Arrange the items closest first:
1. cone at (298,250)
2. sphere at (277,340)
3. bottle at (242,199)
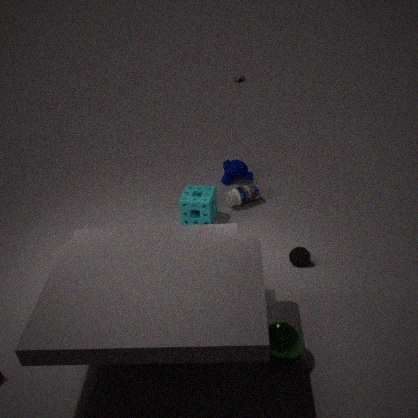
sphere at (277,340) < cone at (298,250) < bottle at (242,199)
